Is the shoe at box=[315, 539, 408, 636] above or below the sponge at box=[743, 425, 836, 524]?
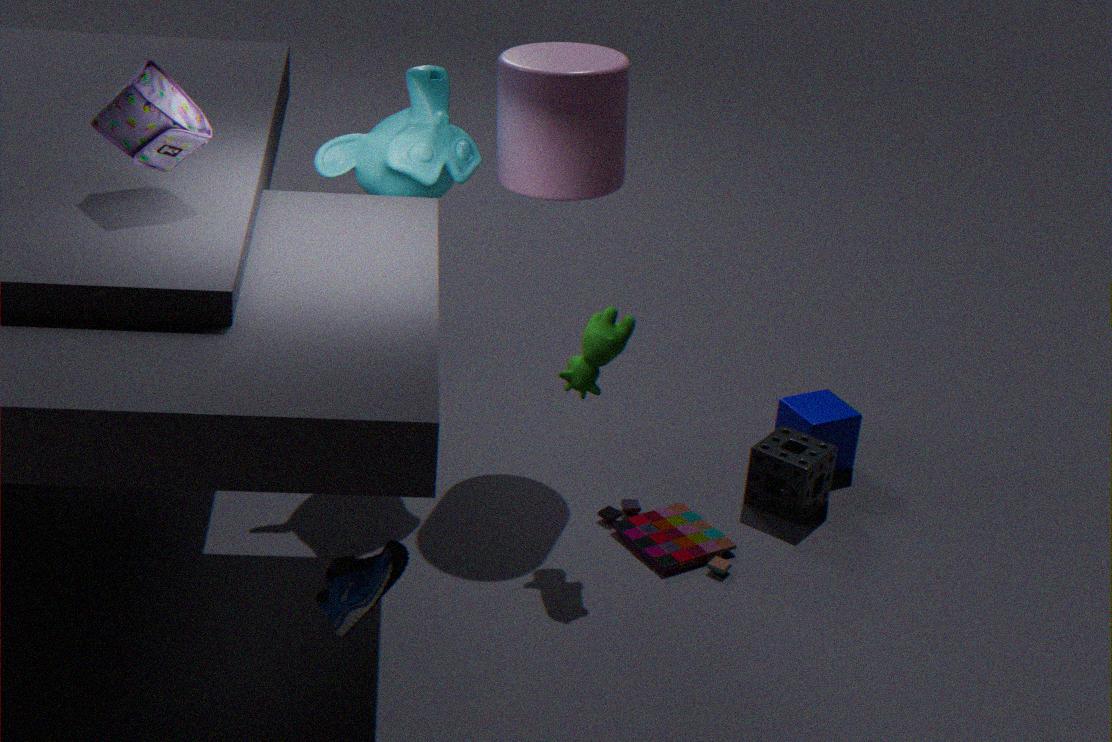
above
